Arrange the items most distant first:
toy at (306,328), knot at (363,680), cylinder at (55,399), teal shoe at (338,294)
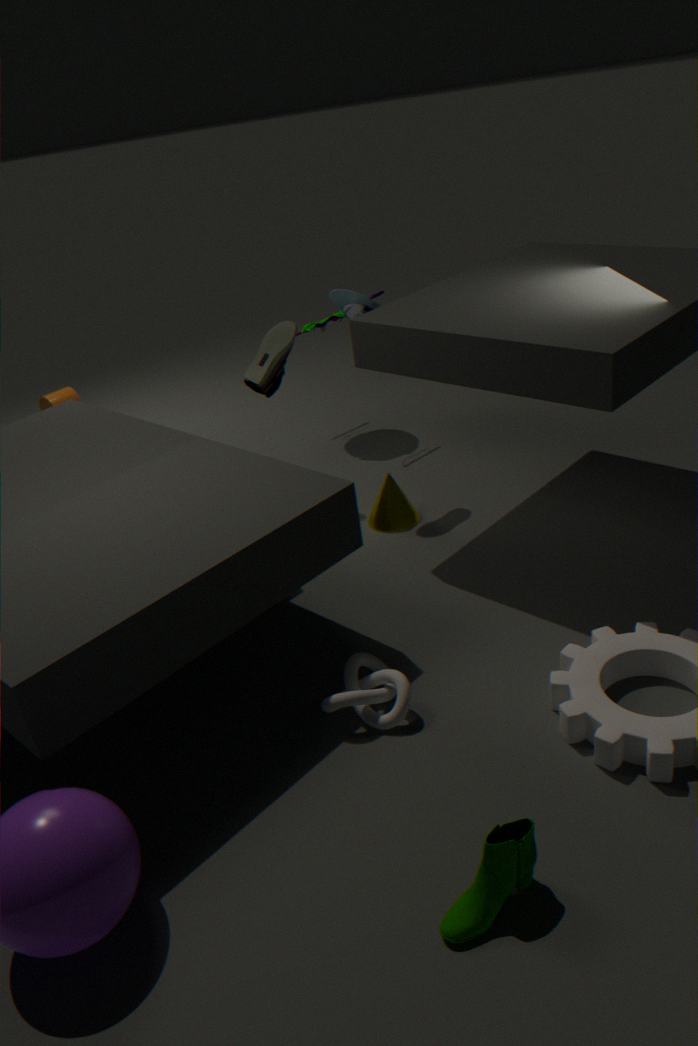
cylinder at (55,399) → toy at (306,328) → teal shoe at (338,294) → knot at (363,680)
